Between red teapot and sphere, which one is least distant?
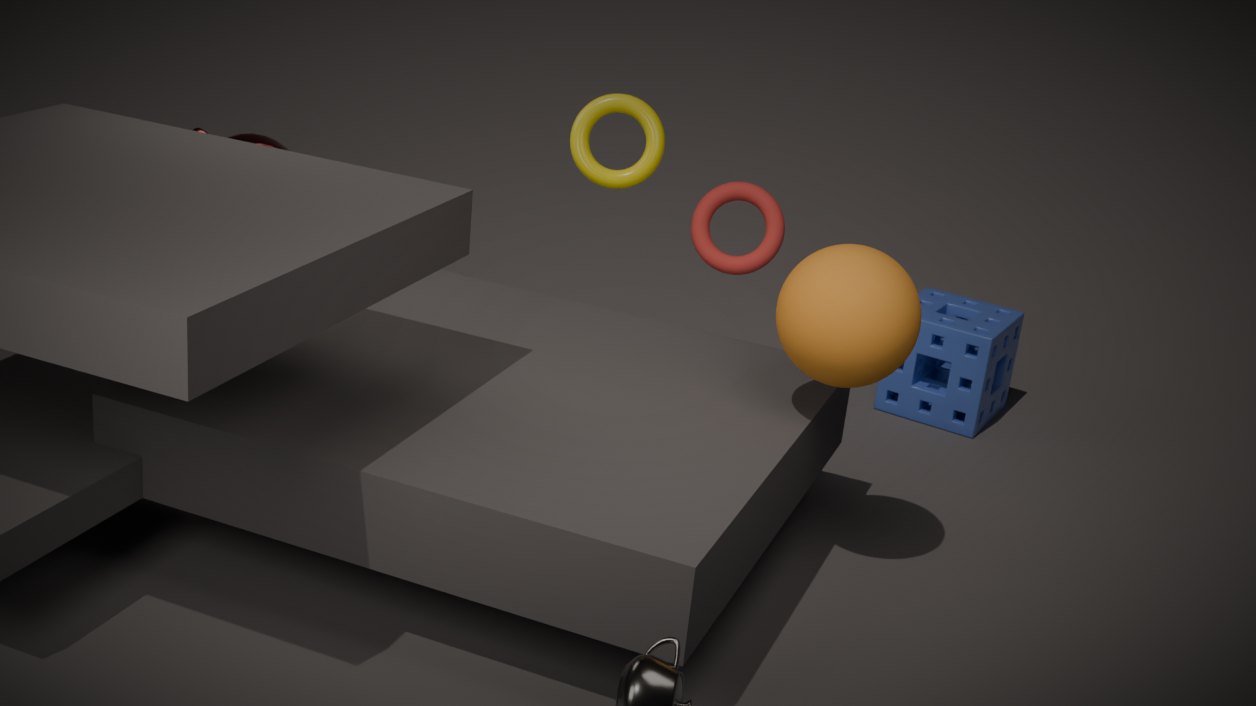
sphere
